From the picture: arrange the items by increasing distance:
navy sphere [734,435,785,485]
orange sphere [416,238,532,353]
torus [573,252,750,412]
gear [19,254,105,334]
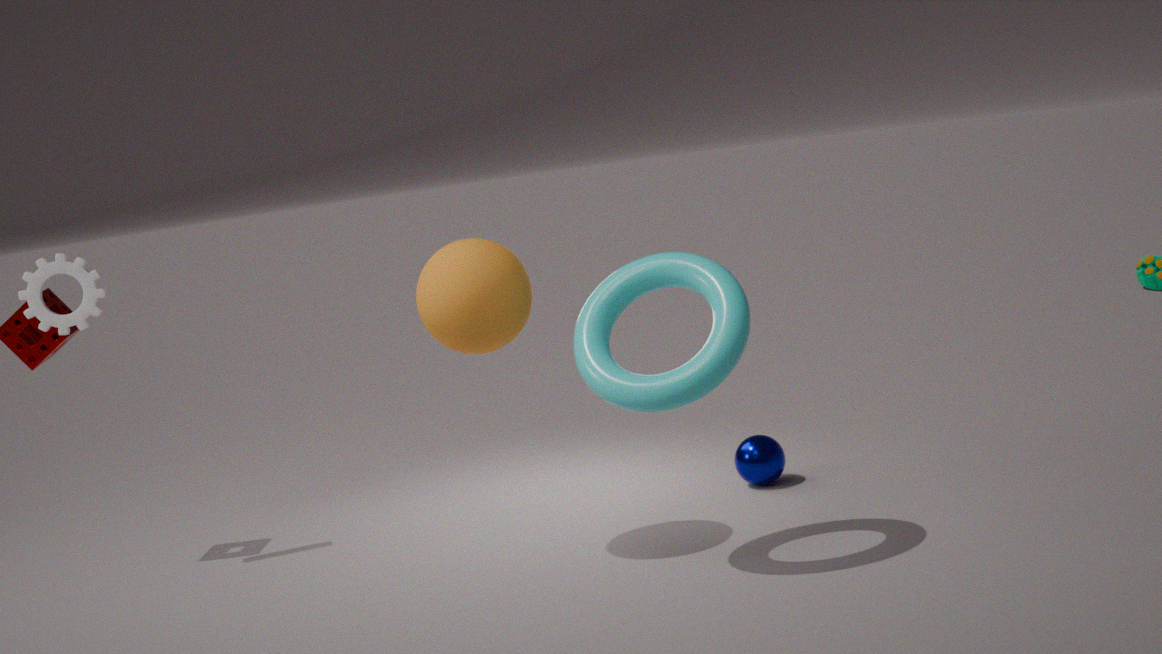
torus [573,252,750,412]
orange sphere [416,238,532,353]
gear [19,254,105,334]
navy sphere [734,435,785,485]
